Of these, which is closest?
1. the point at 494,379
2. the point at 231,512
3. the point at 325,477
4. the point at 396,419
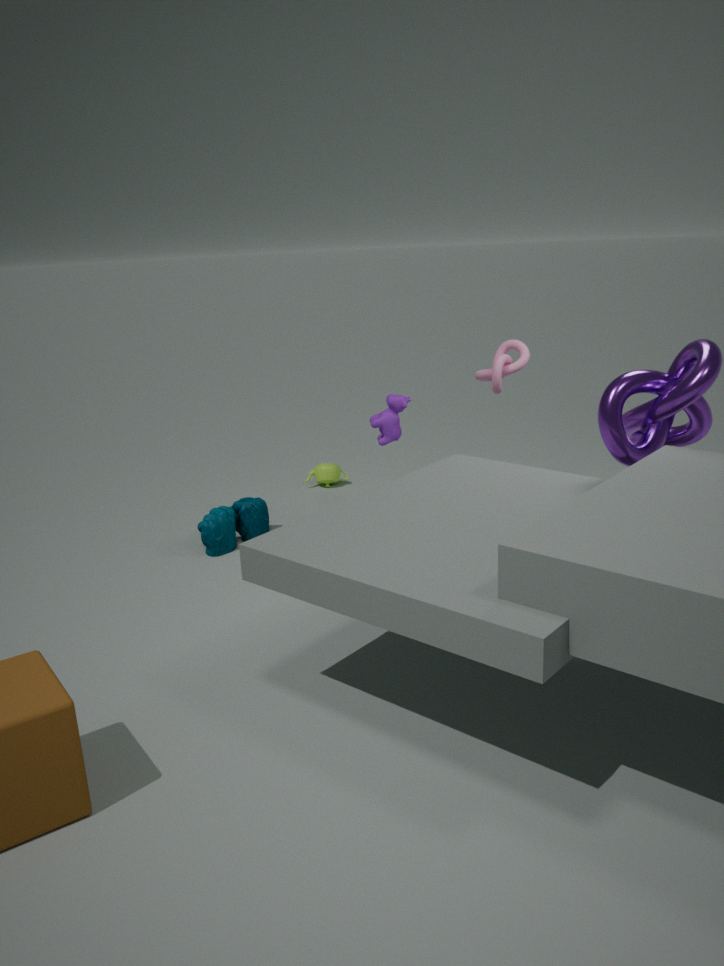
the point at 494,379
